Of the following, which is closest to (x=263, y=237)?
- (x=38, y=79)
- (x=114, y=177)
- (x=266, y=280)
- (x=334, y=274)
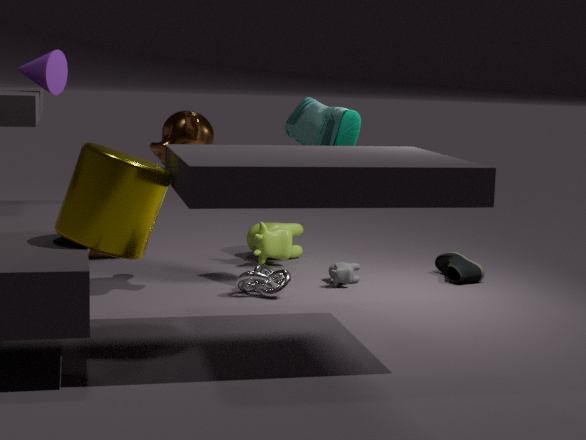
(x=334, y=274)
